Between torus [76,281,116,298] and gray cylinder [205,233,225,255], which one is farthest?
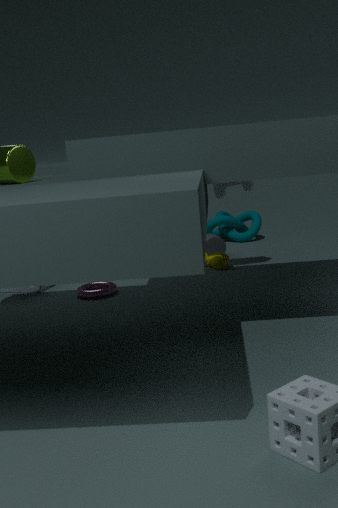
gray cylinder [205,233,225,255]
